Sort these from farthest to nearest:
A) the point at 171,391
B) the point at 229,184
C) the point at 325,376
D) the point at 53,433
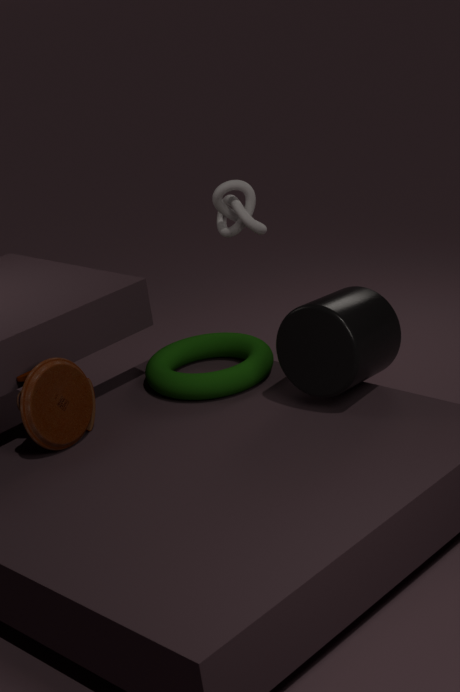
the point at 229,184, the point at 171,391, the point at 325,376, the point at 53,433
